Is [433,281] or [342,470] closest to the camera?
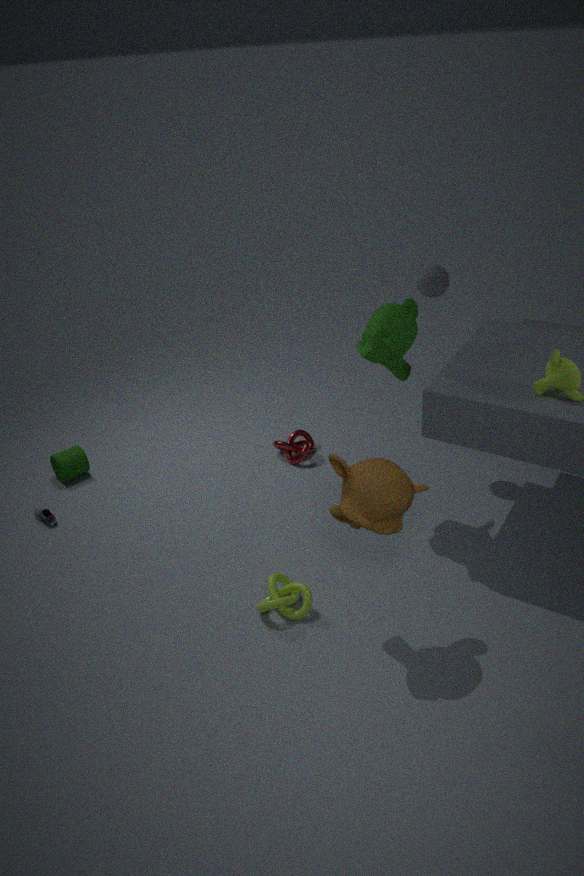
[342,470]
